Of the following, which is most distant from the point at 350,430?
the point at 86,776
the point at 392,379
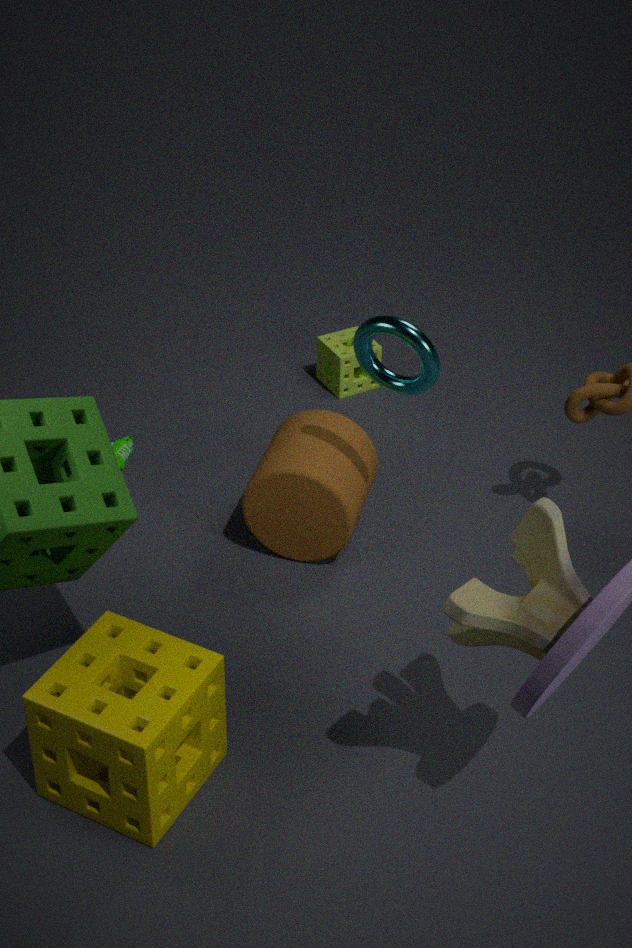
the point at 86,776
